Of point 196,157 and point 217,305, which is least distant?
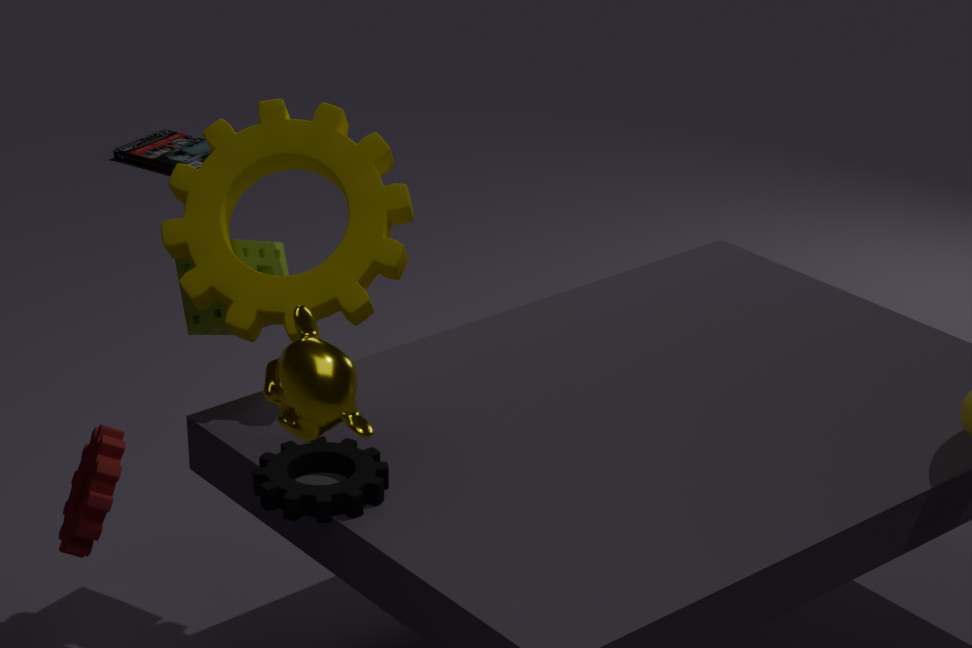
point 217,305
